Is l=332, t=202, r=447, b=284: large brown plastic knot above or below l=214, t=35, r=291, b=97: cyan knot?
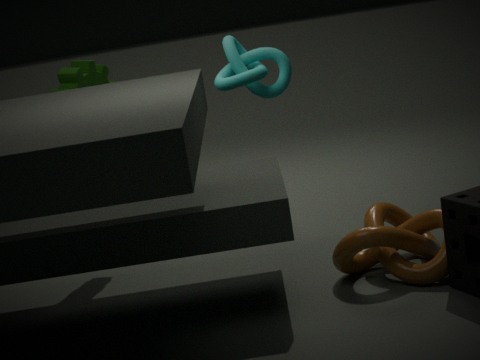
below
